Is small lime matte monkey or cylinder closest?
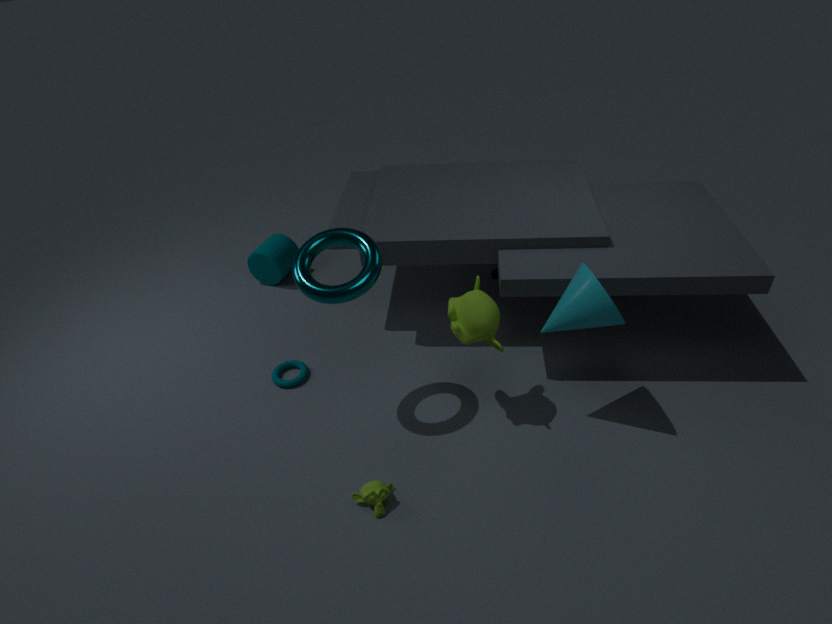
small lime matte monkey
